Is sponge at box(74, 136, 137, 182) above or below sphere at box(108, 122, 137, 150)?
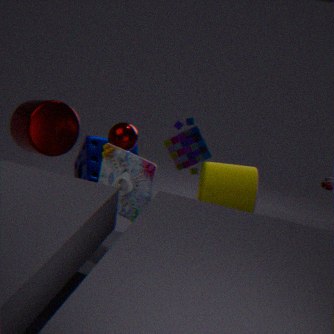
below
